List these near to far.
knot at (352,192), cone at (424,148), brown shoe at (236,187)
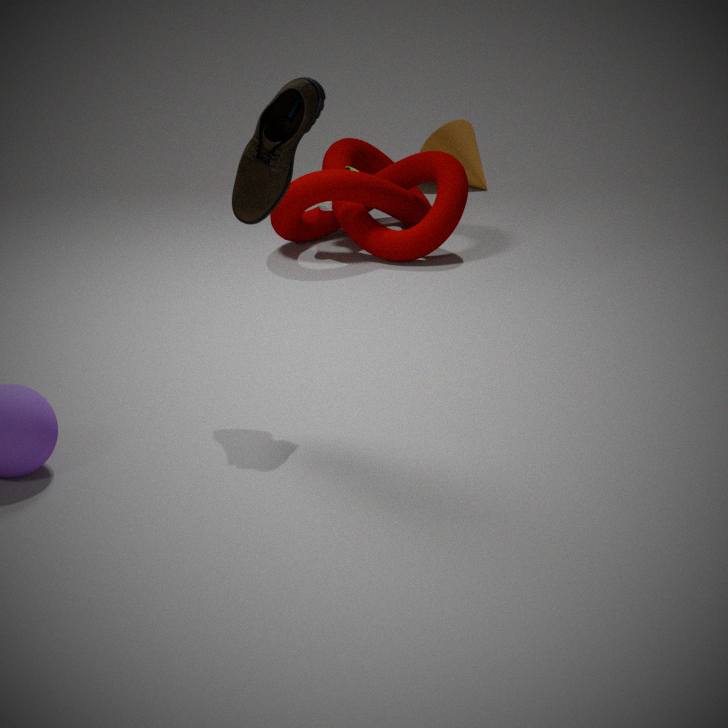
brown shoe at (236,187), knot at (352,192), cone at (424,148)
